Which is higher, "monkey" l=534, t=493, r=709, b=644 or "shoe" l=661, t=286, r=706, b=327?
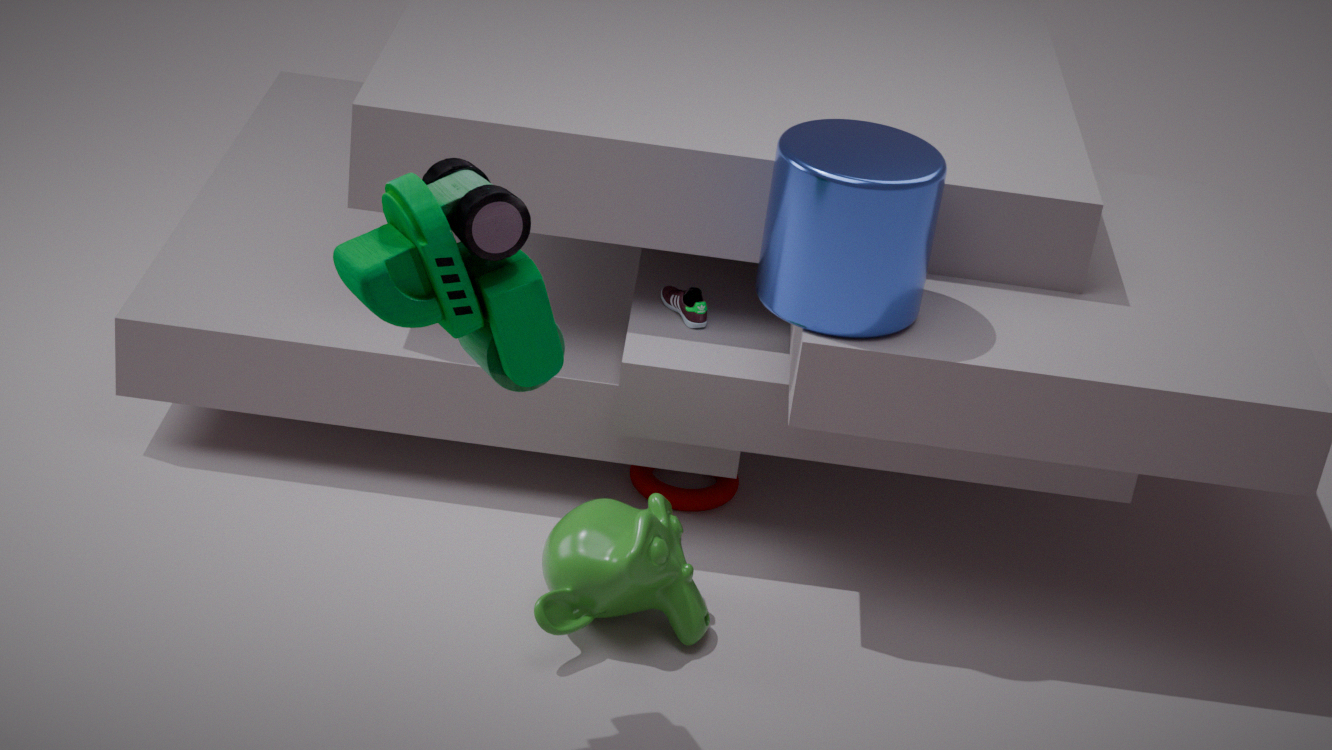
"shoe" l=661, t=286, r=706, b=327
